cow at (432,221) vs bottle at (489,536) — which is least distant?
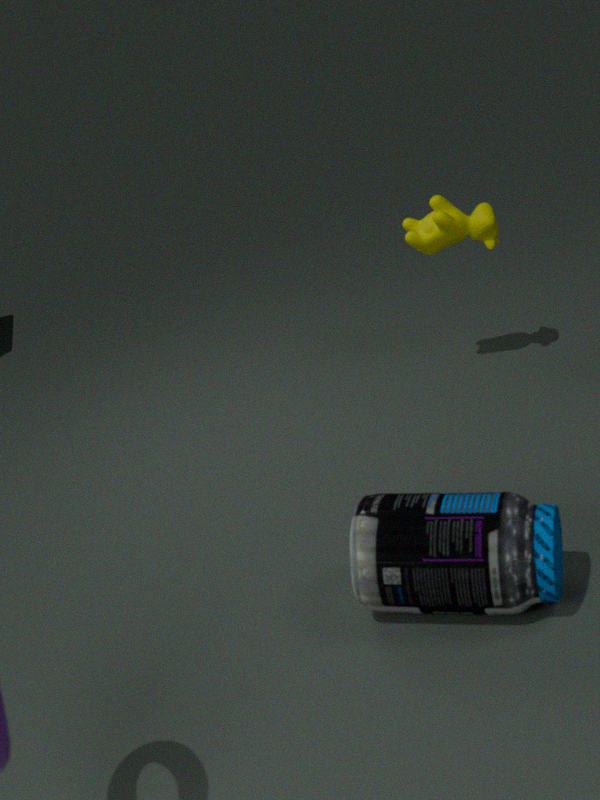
bottle at (489,536)
